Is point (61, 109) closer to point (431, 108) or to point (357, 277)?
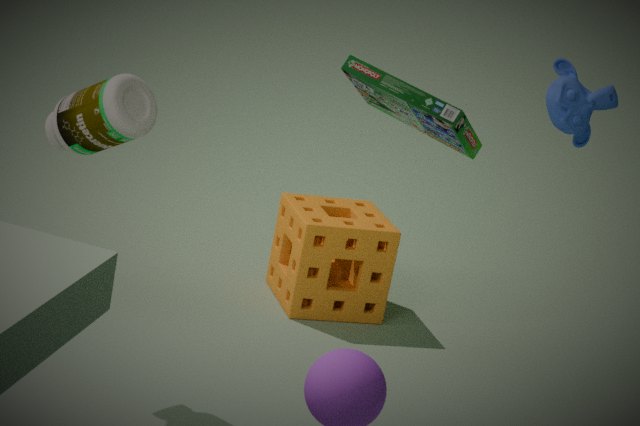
point (431, 108)
